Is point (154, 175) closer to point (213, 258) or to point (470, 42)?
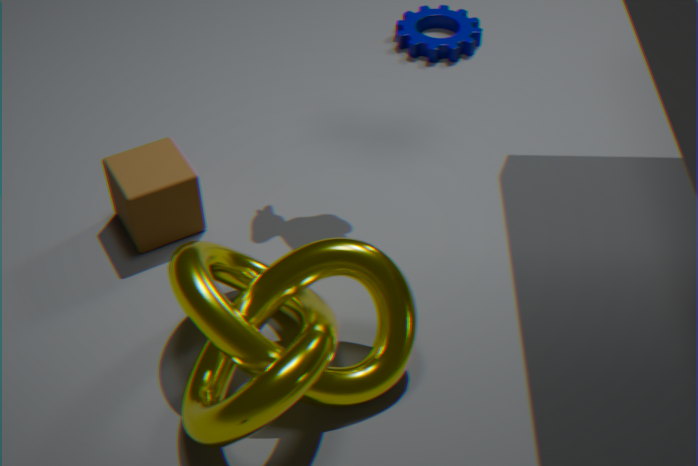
point (213, 258)
